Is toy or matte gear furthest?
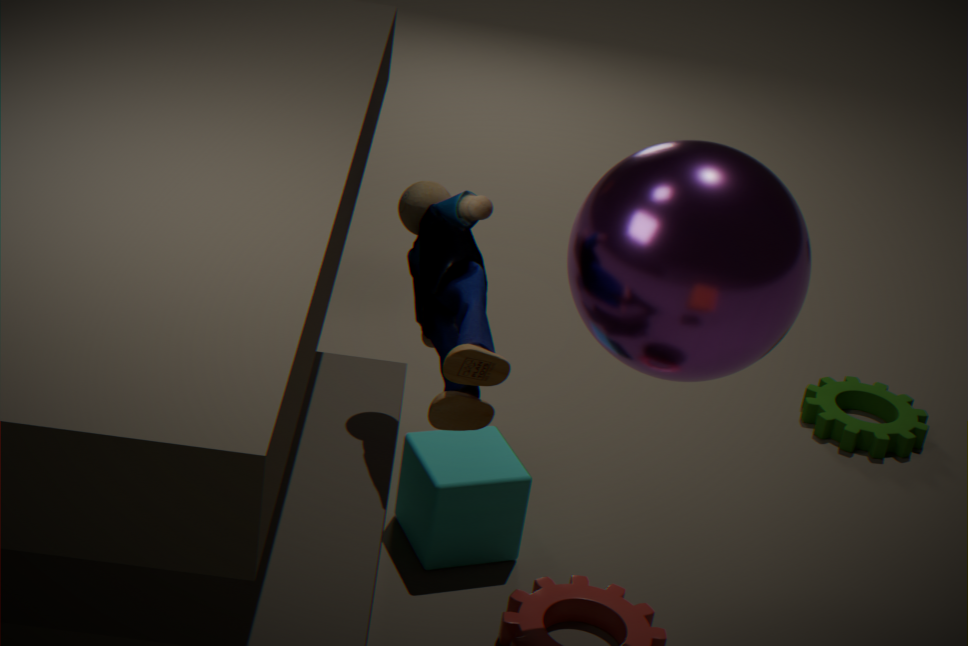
matte gear
